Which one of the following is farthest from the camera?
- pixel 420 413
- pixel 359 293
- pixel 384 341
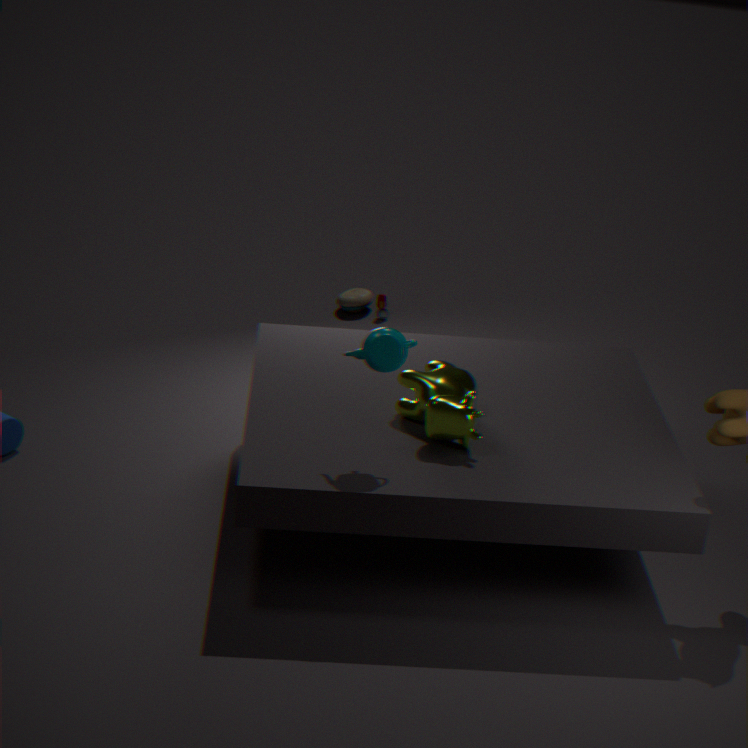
pixel 359 293
